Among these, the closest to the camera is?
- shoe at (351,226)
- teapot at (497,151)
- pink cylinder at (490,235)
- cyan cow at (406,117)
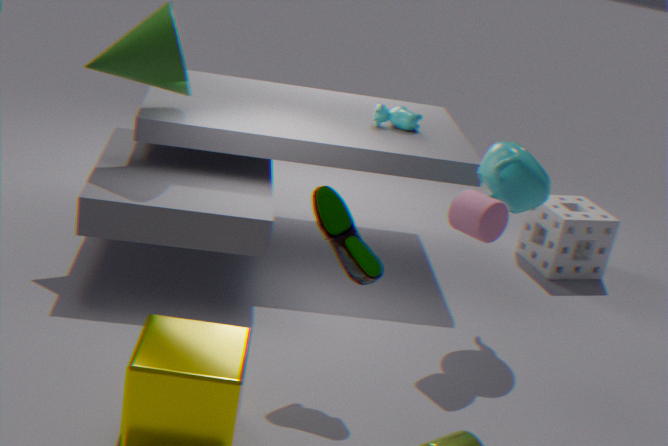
shoe at (351,226)
